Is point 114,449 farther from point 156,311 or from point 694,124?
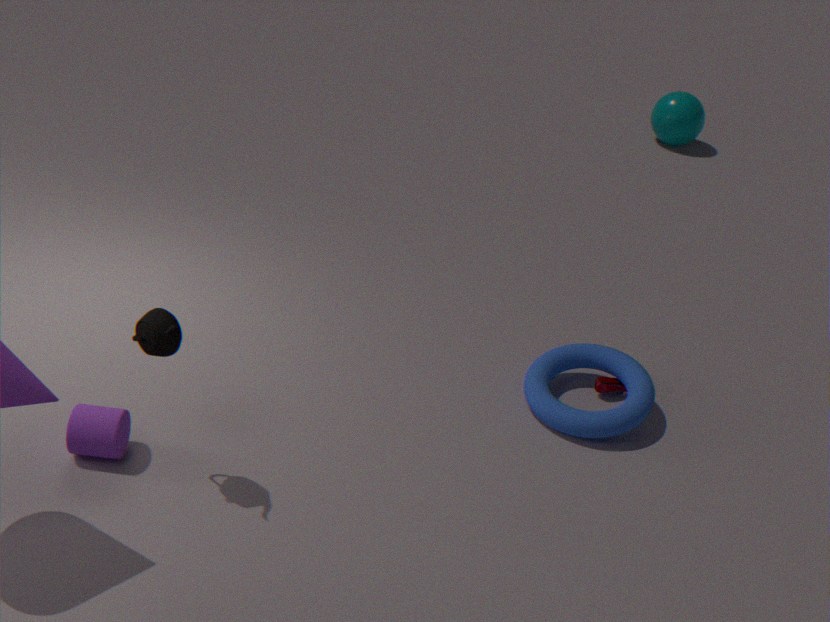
point 694,124
